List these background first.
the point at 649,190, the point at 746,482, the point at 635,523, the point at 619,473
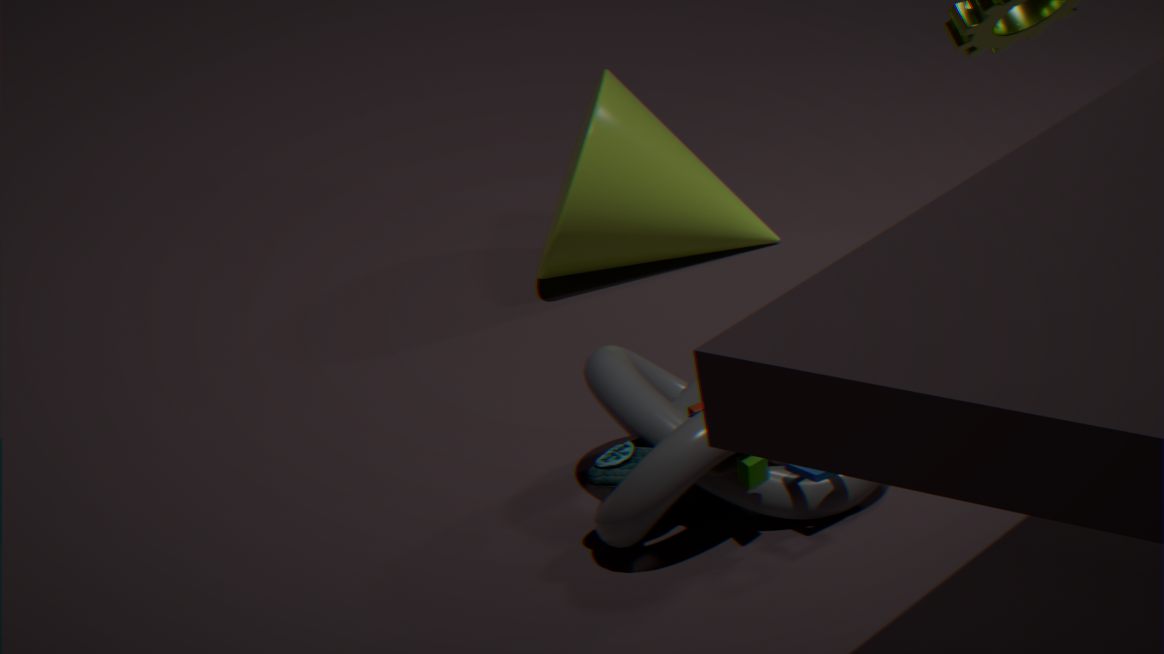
1. the point at 649,190
2. the point at 619,473
3. the point at 746,482
4. the point at 635,523
